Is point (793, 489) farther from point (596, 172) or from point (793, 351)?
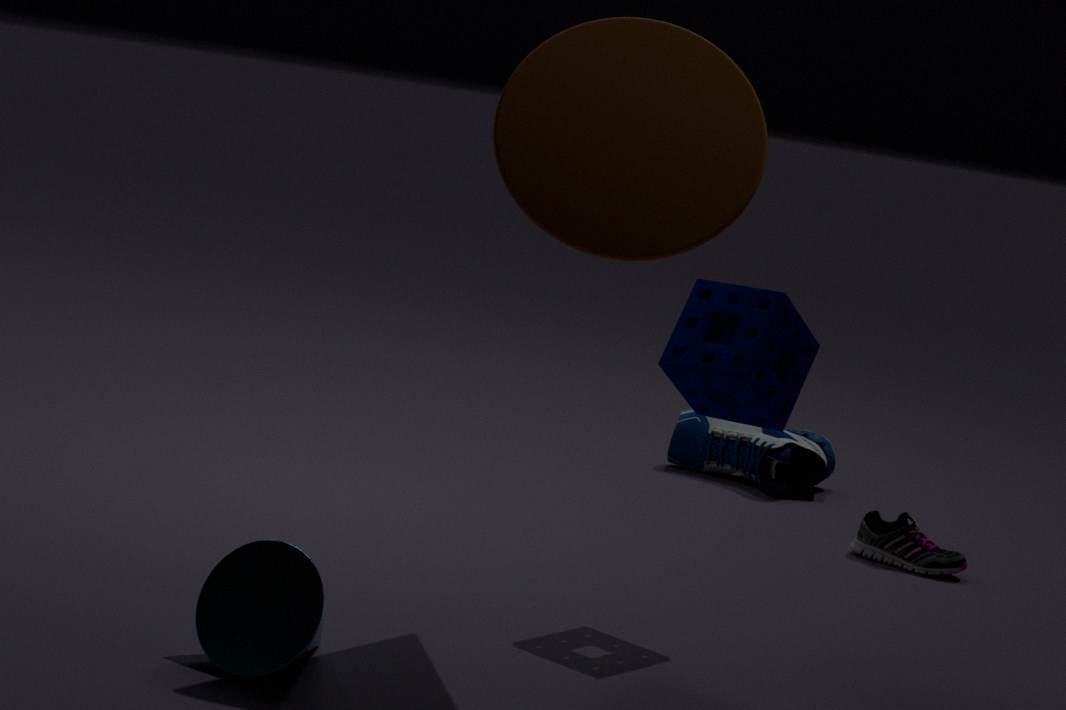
point (596, 172)
